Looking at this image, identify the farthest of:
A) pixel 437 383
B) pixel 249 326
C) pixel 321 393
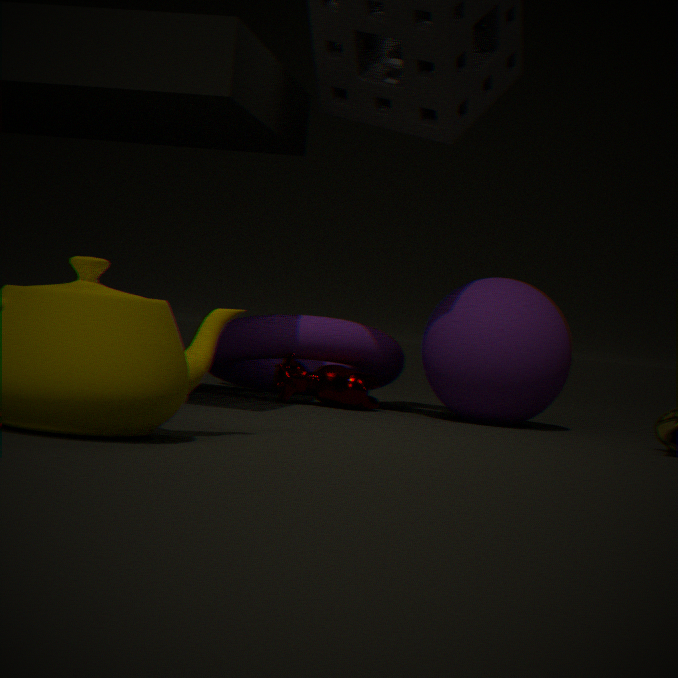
pixel 249 326
